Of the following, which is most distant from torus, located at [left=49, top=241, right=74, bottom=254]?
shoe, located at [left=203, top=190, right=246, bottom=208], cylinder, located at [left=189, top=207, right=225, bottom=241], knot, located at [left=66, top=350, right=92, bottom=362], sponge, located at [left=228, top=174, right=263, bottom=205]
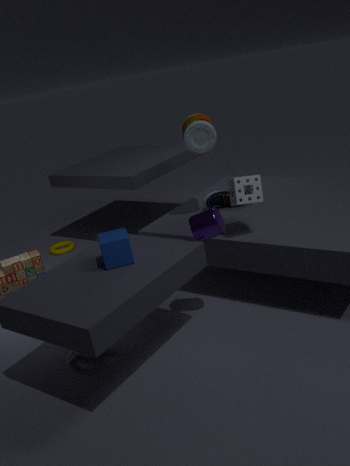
sponge, located at [left=228, top=174, right=263, bottom=205]
